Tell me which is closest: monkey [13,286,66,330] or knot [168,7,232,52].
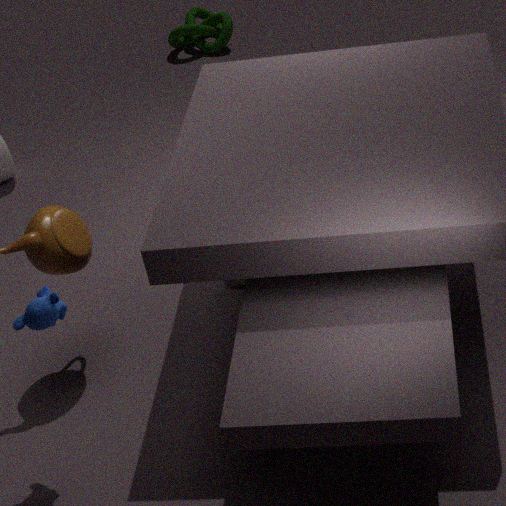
monkey [13,286,66,330]
